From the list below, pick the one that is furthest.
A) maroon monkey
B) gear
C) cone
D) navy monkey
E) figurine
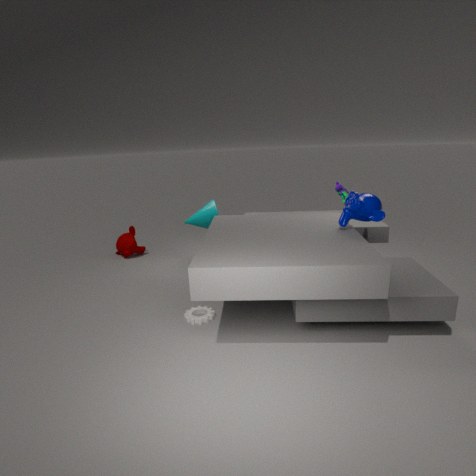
A. maroon monkey
